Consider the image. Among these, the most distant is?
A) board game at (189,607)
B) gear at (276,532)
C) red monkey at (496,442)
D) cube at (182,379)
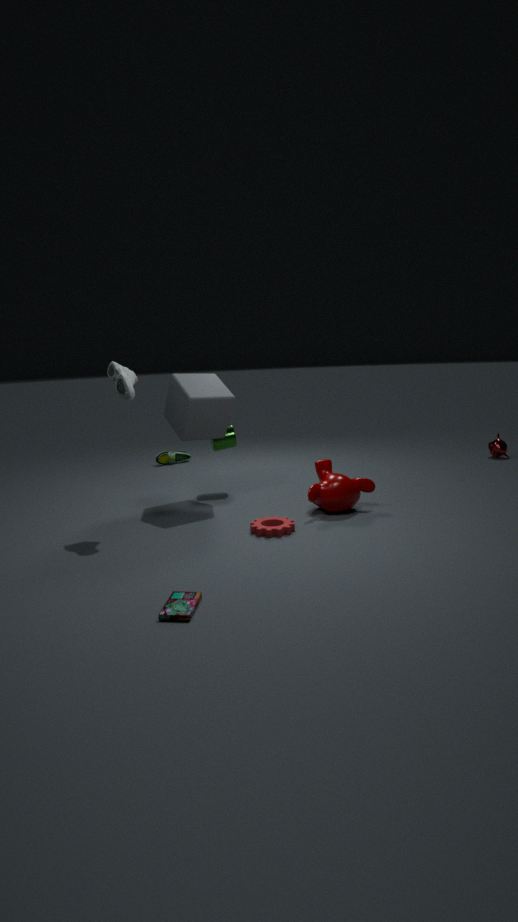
red monkey at (496,442)
